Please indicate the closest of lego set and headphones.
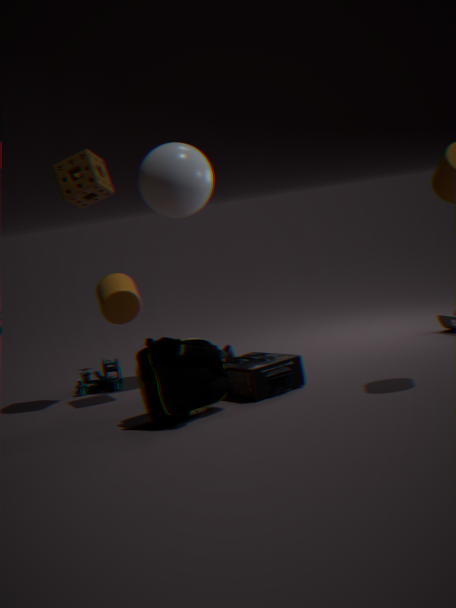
headphones
